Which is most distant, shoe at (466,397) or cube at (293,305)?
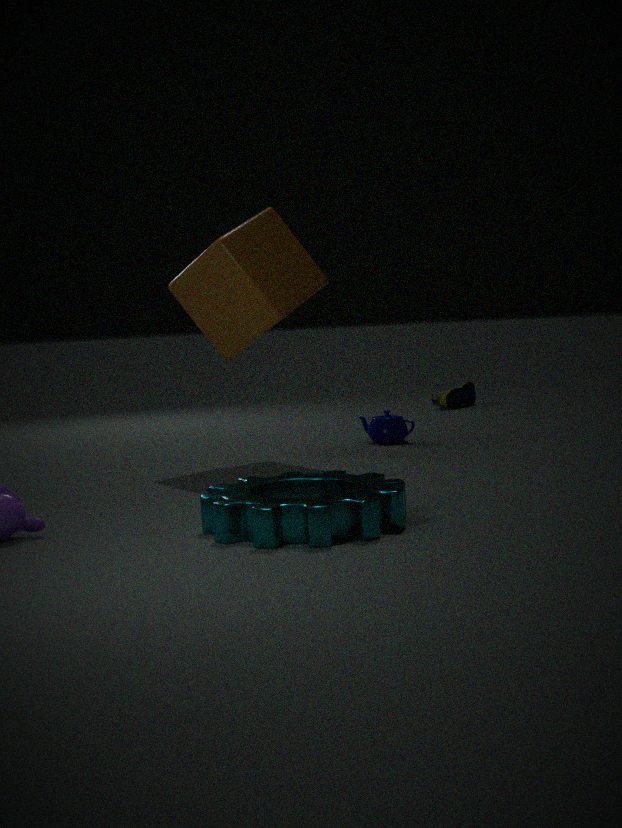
shoe at (466,397)
